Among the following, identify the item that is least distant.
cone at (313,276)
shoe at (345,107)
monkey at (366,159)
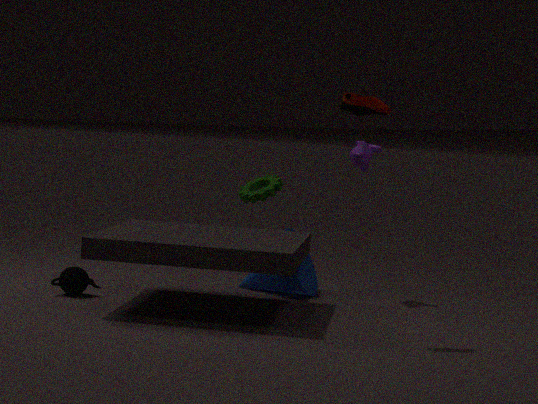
shoe at (345,107)
